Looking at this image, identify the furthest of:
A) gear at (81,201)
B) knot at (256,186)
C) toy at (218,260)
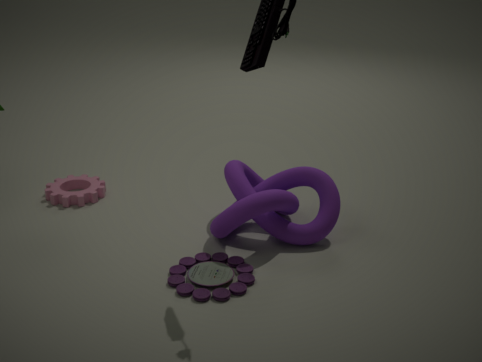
A. gear at (81,201)
